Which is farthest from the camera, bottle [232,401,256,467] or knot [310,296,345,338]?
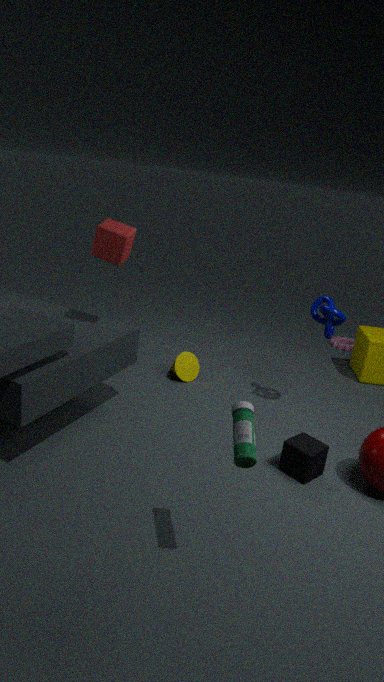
knot [310,296,345,338]
